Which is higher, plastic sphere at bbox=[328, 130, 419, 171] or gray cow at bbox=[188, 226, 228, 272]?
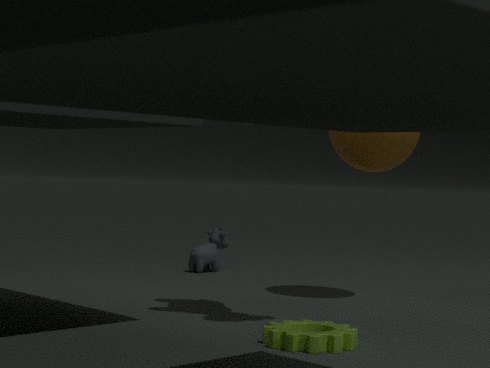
plastic sphere at bbox=[328, 130, 419, 171]
